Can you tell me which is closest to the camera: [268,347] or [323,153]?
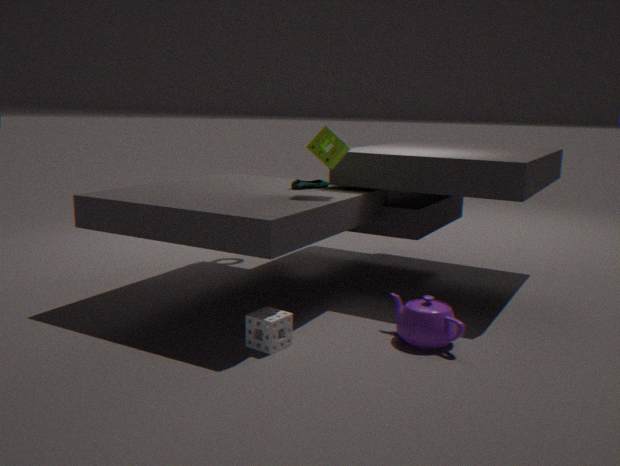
[268,347]
